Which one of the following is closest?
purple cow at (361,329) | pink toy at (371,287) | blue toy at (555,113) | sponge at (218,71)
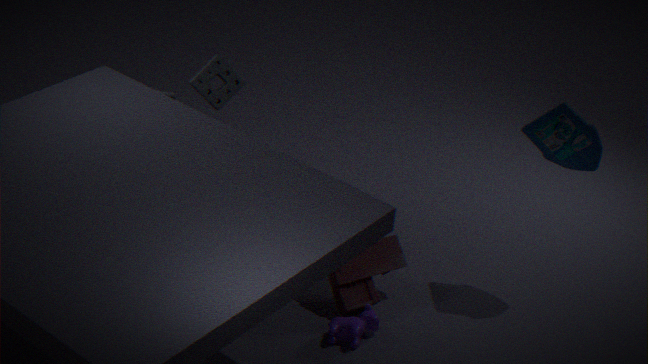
purple cow at (361,329)
